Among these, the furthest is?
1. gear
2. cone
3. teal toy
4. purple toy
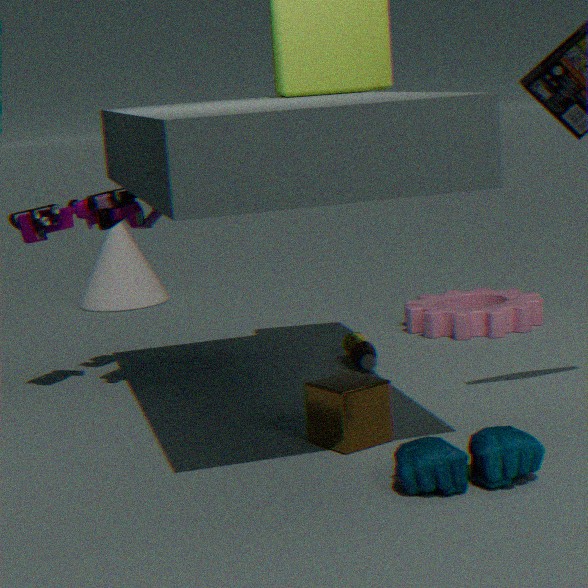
cone
